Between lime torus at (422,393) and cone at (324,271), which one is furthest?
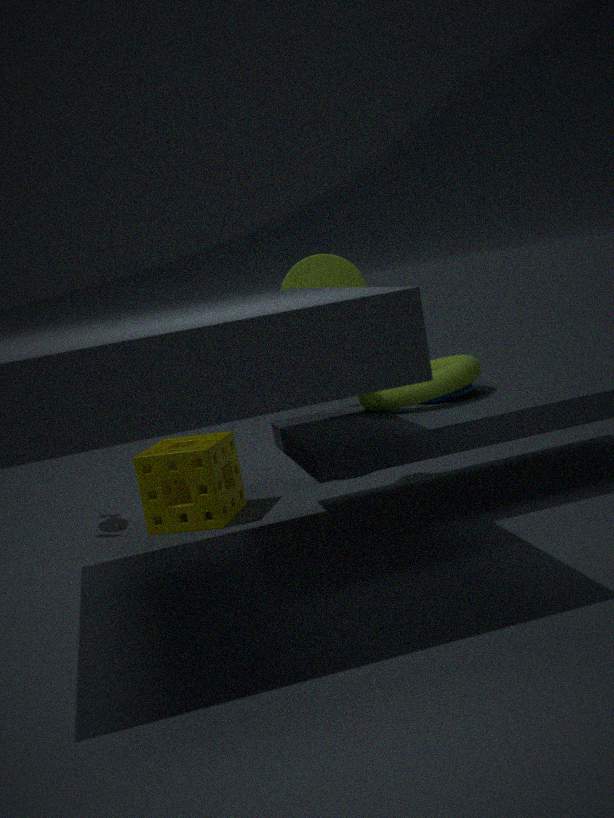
cone at (324,271)
